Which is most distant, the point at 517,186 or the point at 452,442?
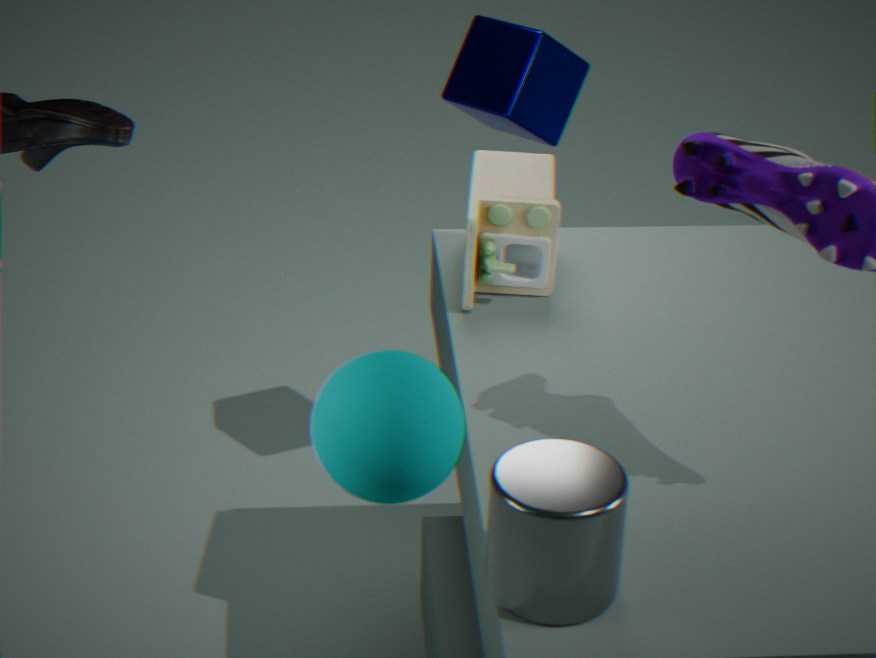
the point at 517,186
